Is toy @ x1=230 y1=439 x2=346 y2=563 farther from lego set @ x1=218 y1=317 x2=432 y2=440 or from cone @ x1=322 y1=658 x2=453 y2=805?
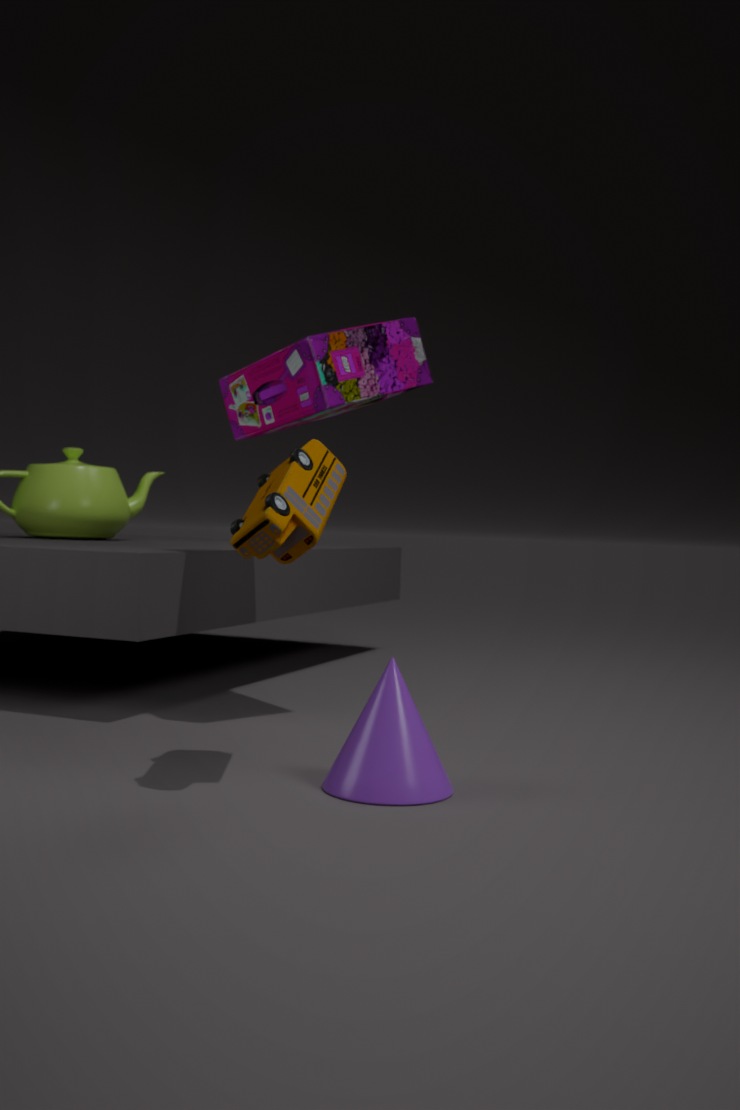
lego set @ x1=218 y1=317 x2=432 y2=440
